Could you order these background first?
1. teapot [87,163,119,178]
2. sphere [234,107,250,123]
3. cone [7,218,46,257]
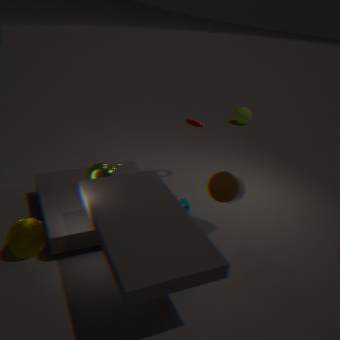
1. sphere [234,107,250,123]
2. teapot [87,163,119,178]
3. cone [7,218,46,257]
